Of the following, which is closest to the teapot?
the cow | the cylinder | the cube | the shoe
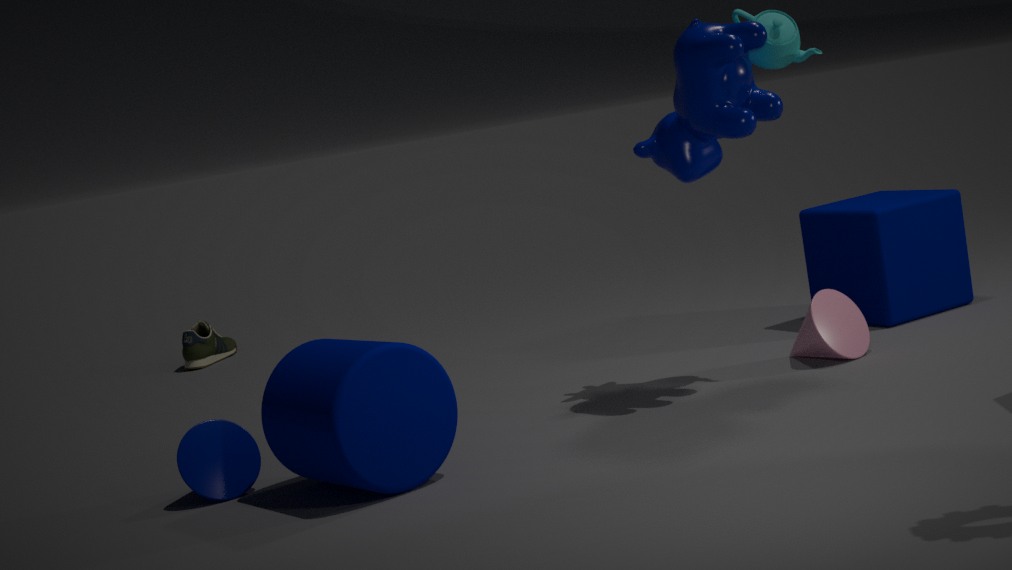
the cow
